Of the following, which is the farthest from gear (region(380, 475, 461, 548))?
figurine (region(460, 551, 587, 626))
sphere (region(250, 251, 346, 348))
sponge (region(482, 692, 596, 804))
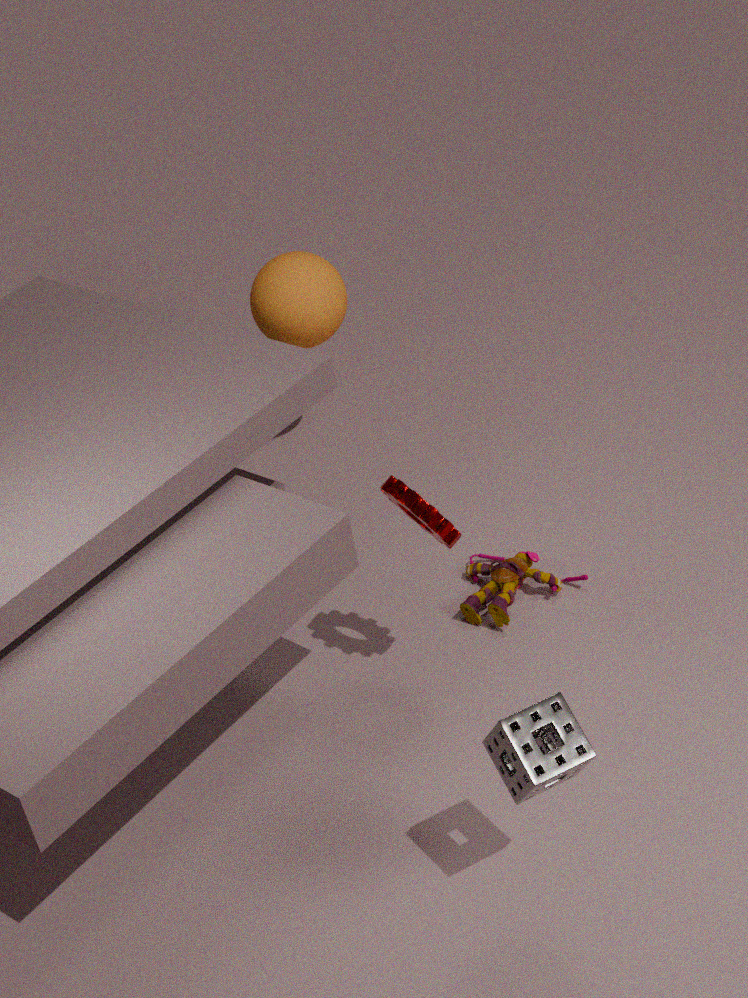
sphere (region(250, 251, 346, 348))
